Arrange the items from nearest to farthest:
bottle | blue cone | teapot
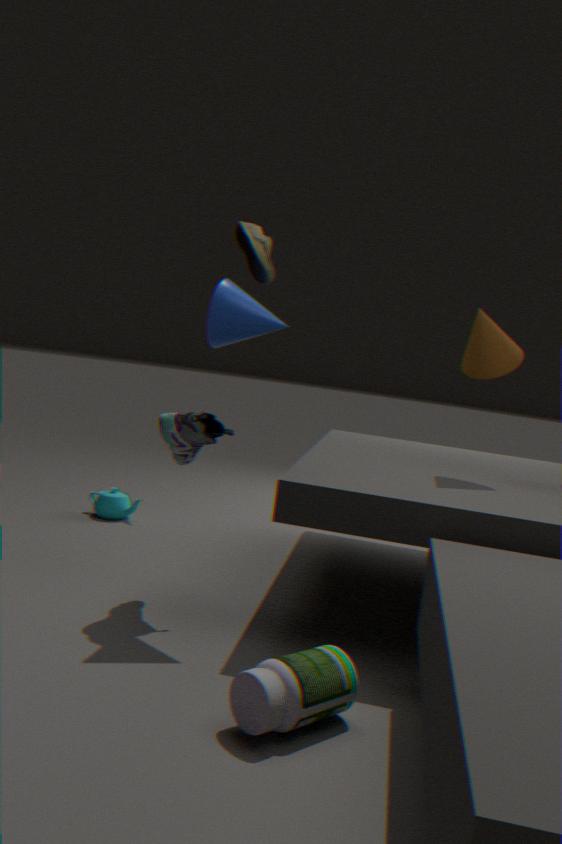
bottle, blue cone, teapot
